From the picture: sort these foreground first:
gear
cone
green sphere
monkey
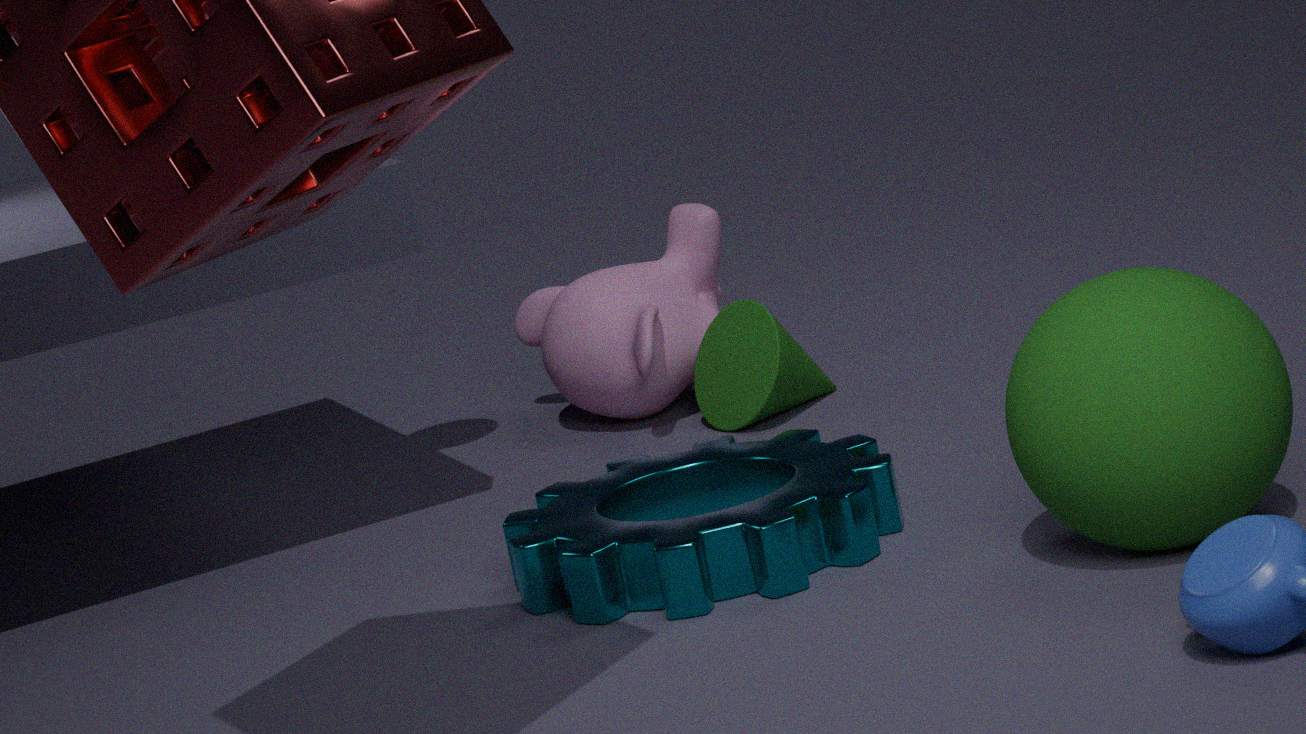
1. green sphere
2. gear
3. cone
4. monkey
